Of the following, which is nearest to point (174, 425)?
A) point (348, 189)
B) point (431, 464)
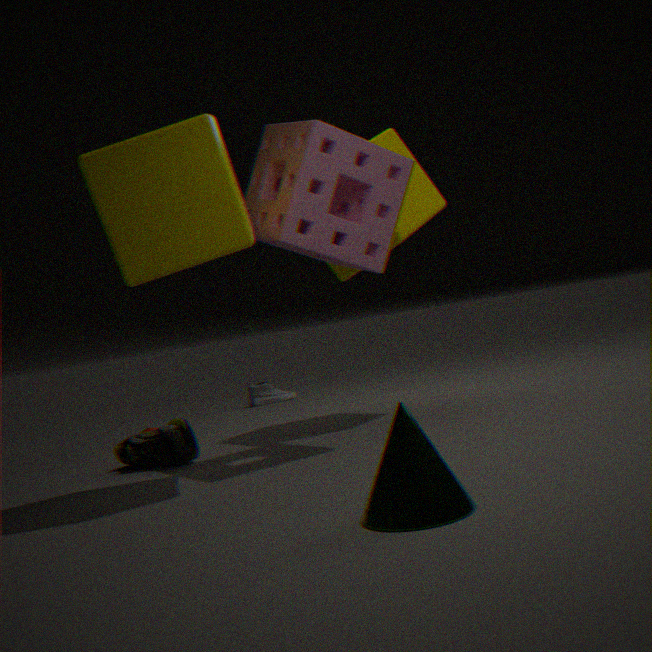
point (348, 189)
